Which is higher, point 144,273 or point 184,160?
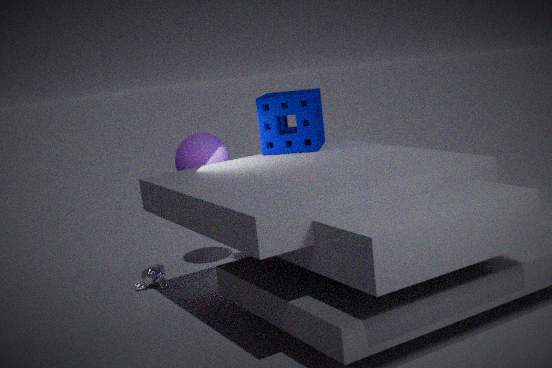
point 184,160
